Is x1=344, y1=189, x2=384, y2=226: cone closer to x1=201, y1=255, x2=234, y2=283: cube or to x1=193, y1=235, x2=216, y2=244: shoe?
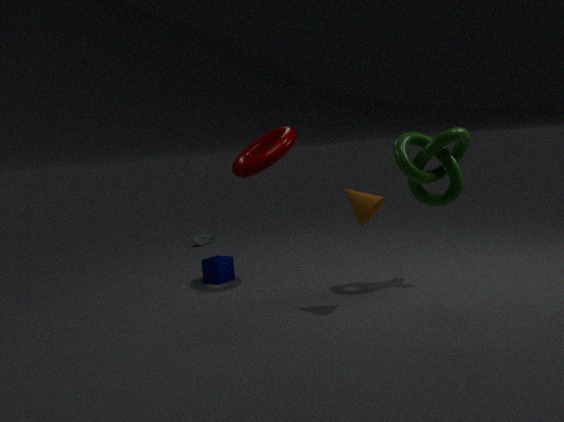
x1=201, y1=255, x2=234, y2=283: cube
